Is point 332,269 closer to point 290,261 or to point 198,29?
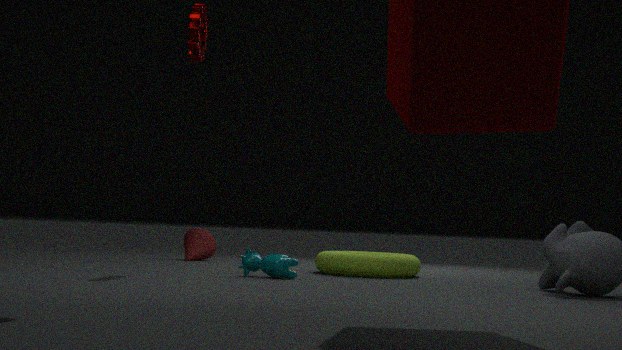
Result: point 290,261
